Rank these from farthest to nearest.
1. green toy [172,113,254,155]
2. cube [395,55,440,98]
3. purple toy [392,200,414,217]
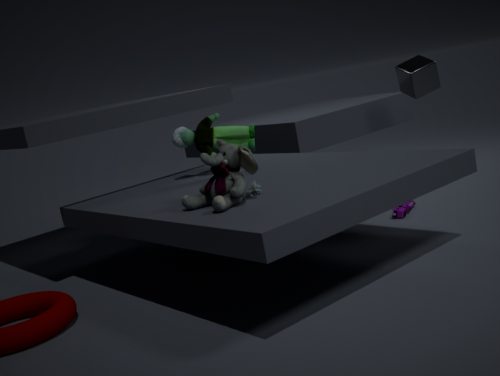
1. cube [395,55,440,98]
2. purple toy [392,200,414,217]
3. green toy [172,113,254,155]
